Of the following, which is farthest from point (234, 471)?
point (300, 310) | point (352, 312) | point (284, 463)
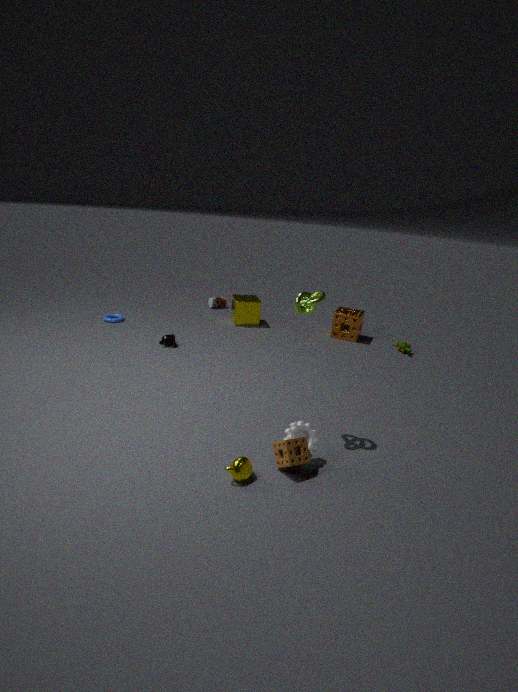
point (352, 312)
